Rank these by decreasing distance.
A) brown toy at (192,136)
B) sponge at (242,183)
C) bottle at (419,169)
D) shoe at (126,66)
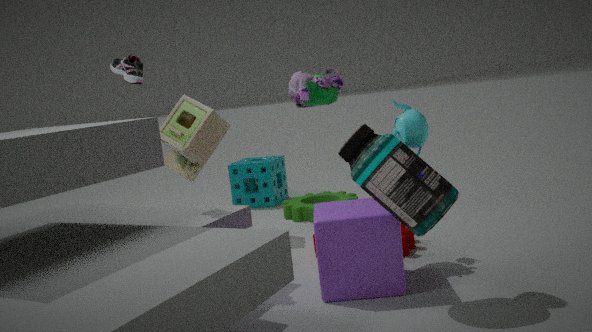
sponge at (242,183) < brown toy at (192,136) < shoe at (126,66) < bottle at (419,169)
